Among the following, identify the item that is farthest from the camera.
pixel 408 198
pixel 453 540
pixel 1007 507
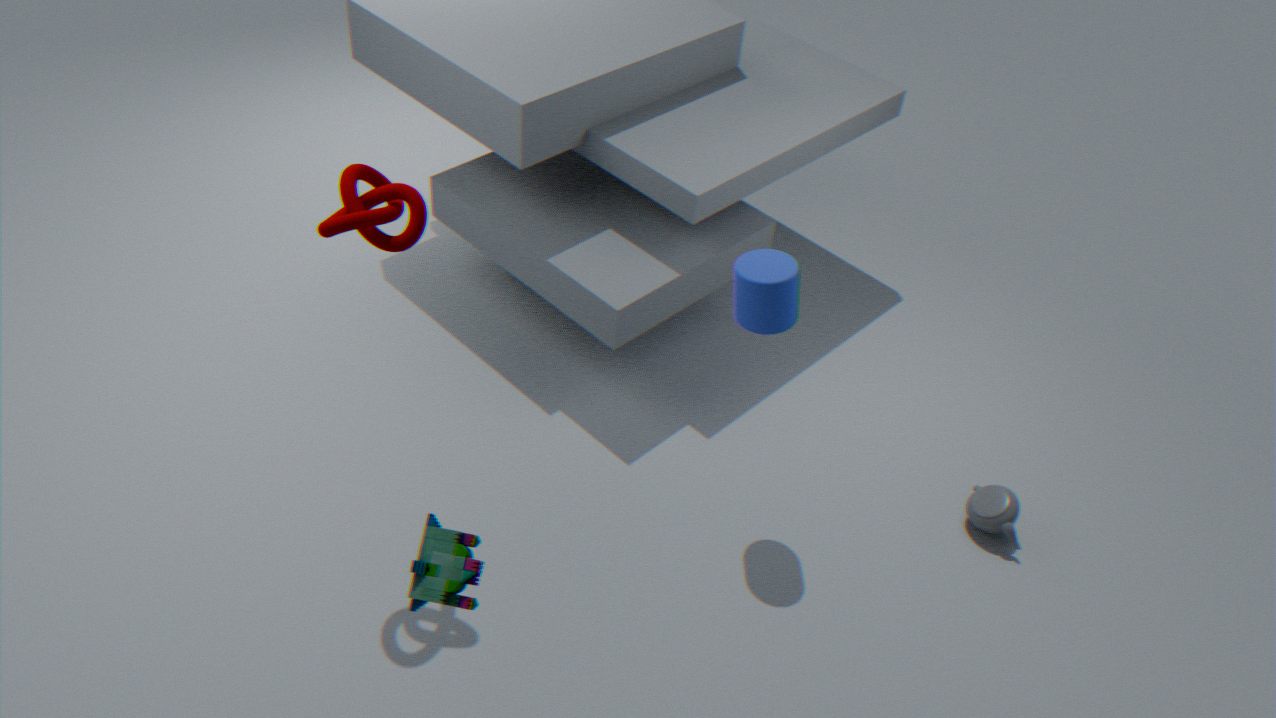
pixel 1007 507
